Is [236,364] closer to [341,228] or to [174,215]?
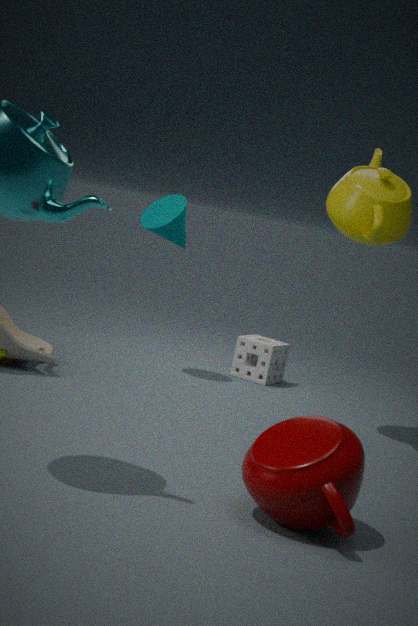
[174,215]
